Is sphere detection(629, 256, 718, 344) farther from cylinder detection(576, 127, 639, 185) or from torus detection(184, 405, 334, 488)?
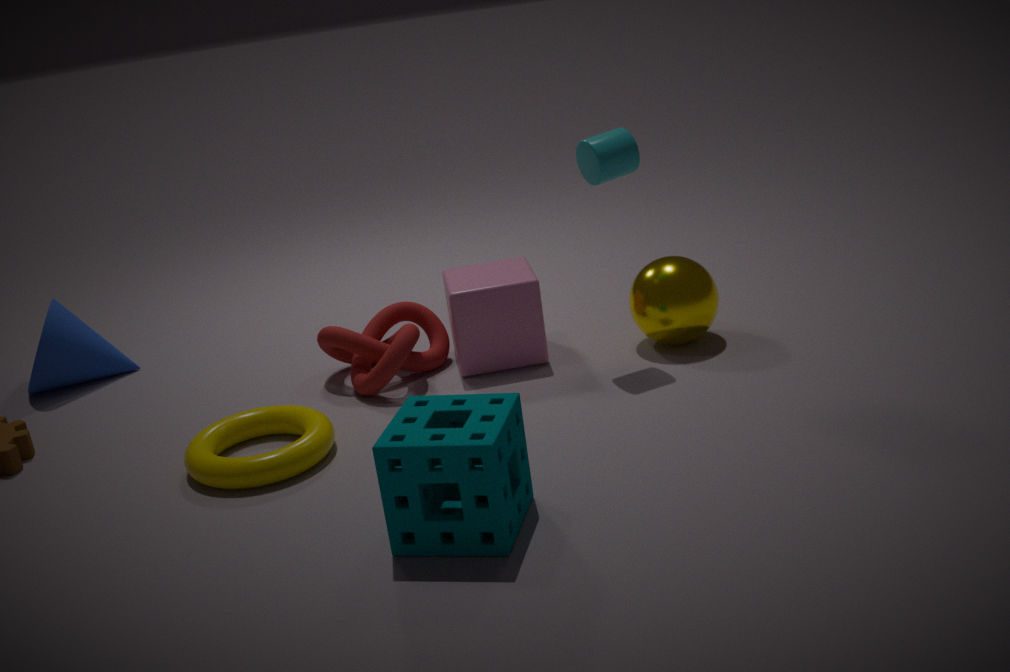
torus detection(184, 405, 334, 488)
